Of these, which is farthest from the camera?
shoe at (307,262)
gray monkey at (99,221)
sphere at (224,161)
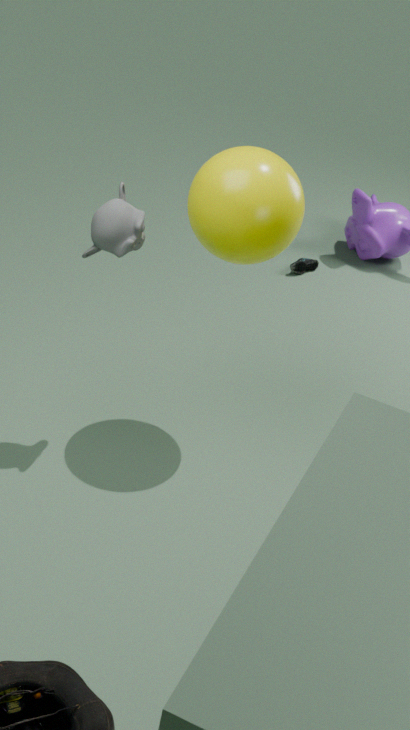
shoe at (307,262)
